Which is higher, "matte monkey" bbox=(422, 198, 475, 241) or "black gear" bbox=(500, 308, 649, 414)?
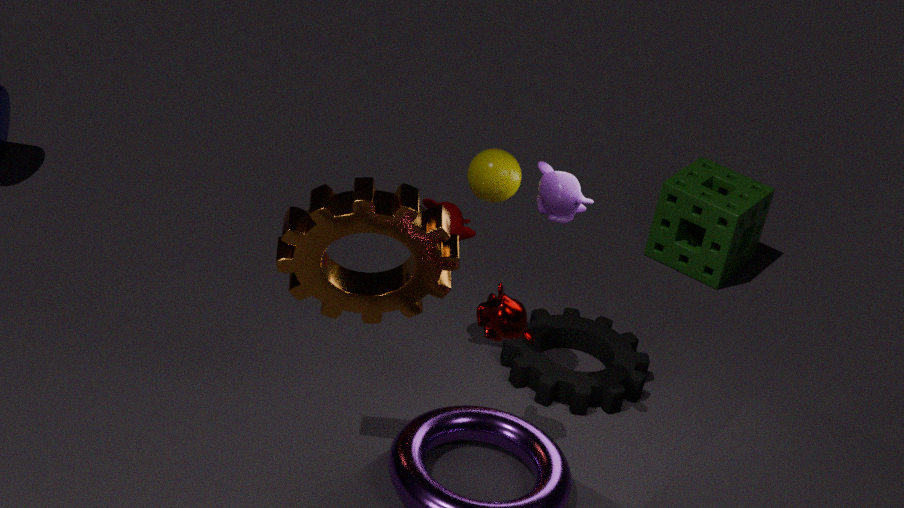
"matte monkey" bbox=(422, 198, 475, 241)
